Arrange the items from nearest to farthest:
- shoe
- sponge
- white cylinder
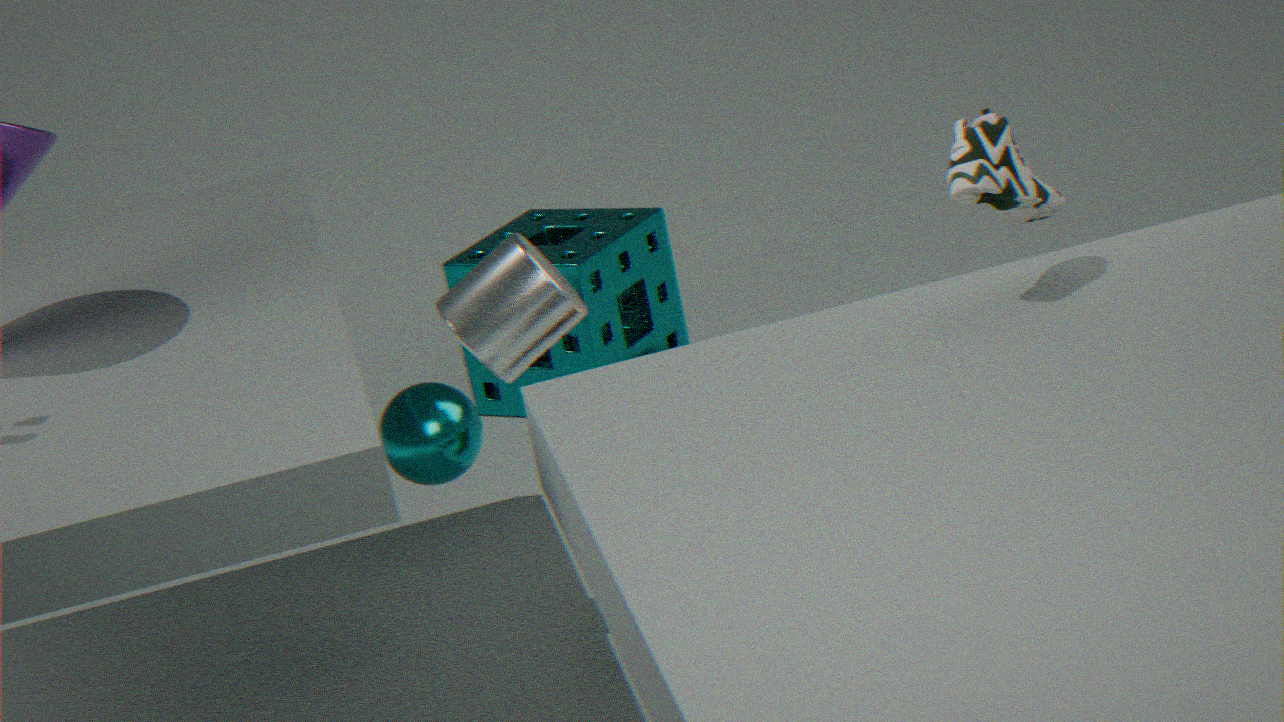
1. shoe
2. white cylinder
3. sponge
